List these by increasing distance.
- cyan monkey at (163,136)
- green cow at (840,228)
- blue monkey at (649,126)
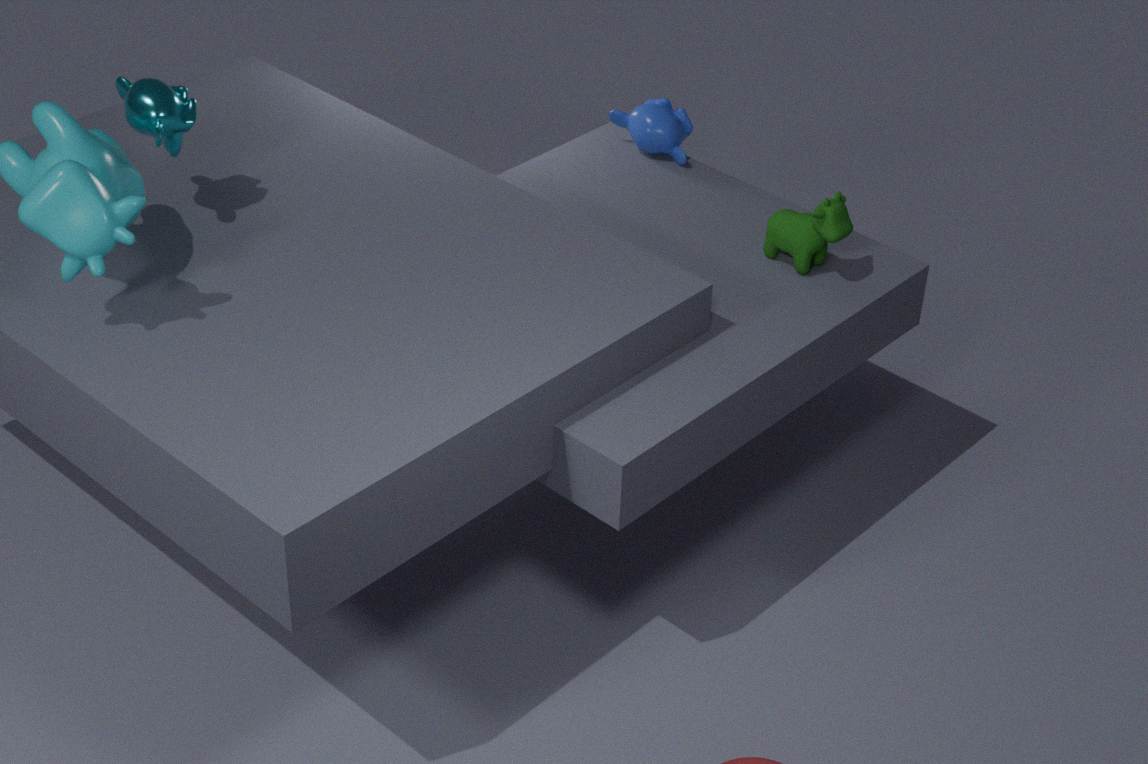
cyan monkey at (163,136)
green cow at (840,228)
blue monkey at (649,126)
